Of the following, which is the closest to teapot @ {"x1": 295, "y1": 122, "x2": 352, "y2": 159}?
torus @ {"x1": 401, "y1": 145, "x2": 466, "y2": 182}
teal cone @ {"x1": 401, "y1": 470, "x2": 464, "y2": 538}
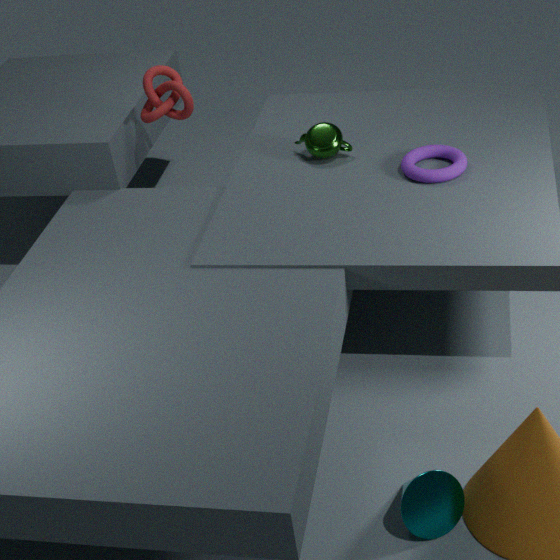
torus @ {"x1": 401, "y1": 145, "x2": 466, "y2": 182}
